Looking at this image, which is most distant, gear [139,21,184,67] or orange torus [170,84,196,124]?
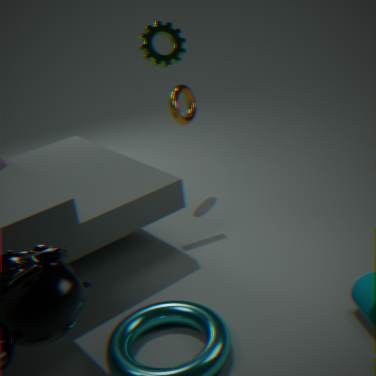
orange torus [170,84,196,124]
